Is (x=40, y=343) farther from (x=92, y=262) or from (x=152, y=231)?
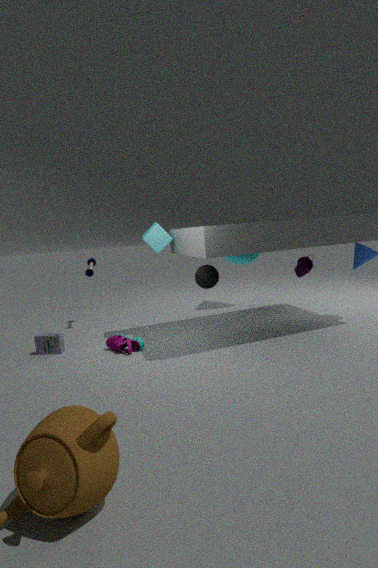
(x=152, y=231)
